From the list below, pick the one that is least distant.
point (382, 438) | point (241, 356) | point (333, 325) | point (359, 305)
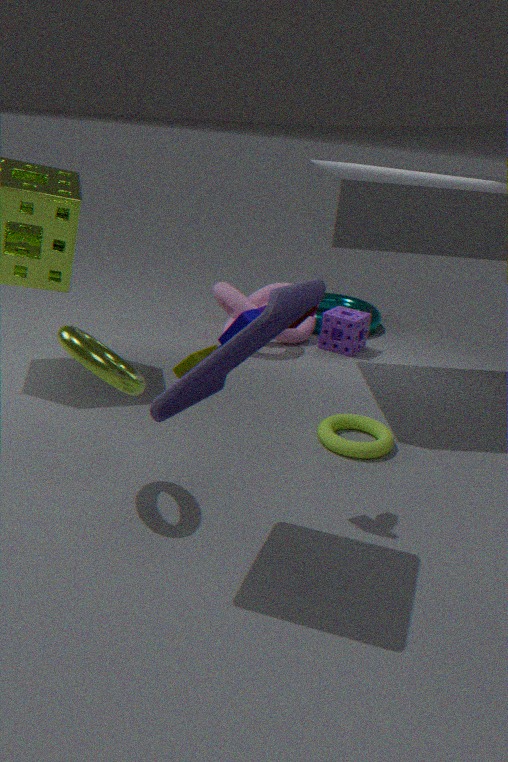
point (241, 356)
